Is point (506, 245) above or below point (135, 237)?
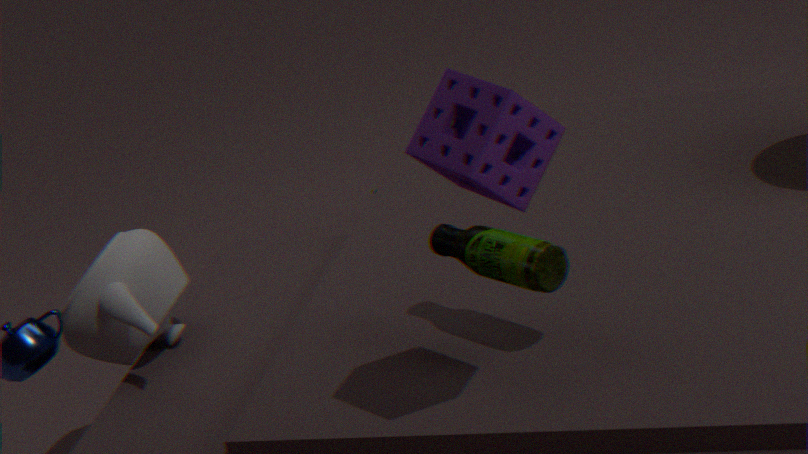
above
